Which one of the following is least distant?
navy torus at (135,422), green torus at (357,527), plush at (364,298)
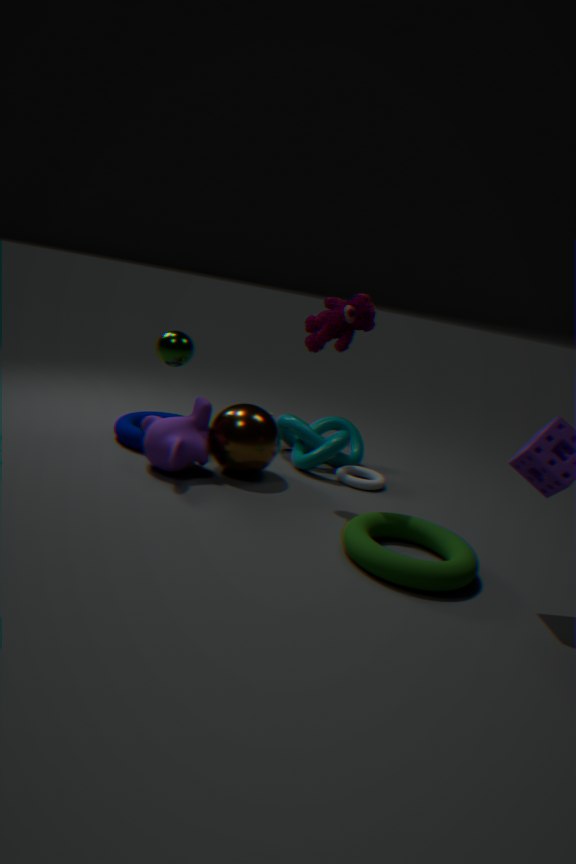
green torus at (357,527)
